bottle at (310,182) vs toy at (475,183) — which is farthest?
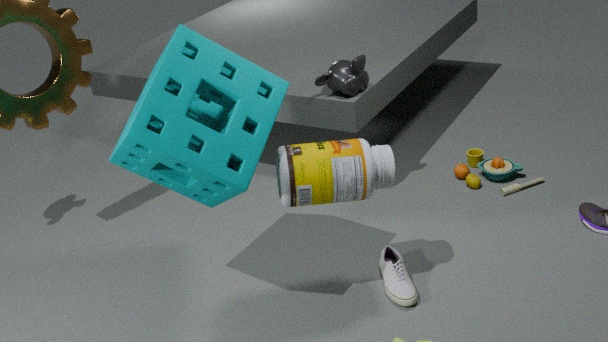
toy at (475,183)
